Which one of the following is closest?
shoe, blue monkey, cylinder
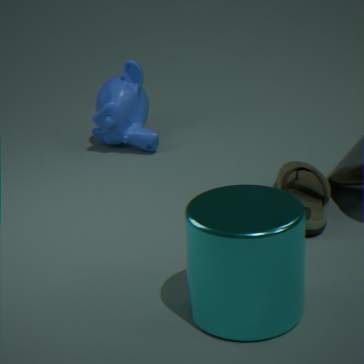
cylinder
